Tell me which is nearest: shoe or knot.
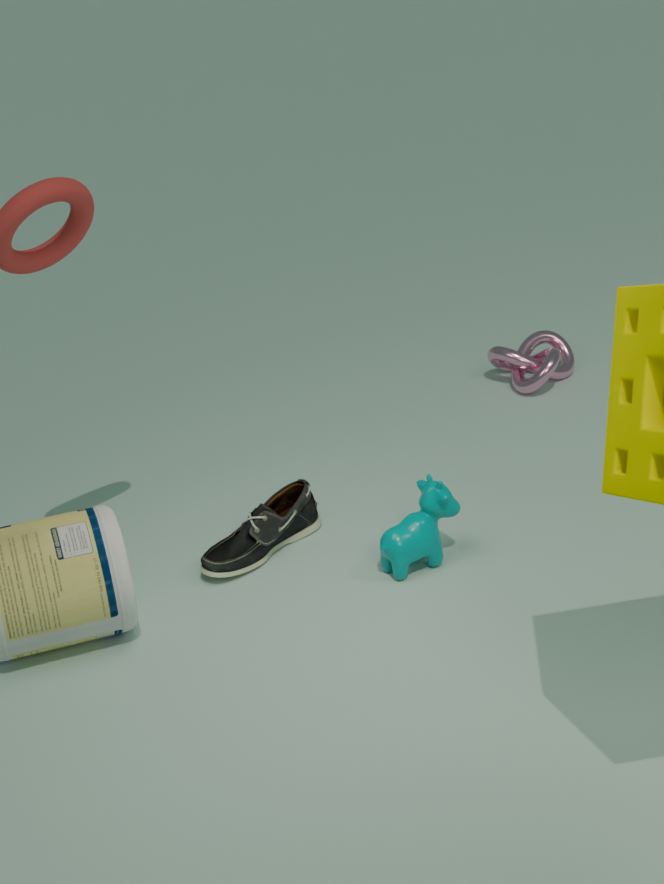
shoe
